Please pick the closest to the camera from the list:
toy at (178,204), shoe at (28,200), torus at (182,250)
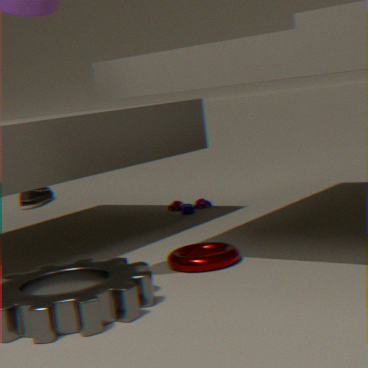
torus at (182,250)
